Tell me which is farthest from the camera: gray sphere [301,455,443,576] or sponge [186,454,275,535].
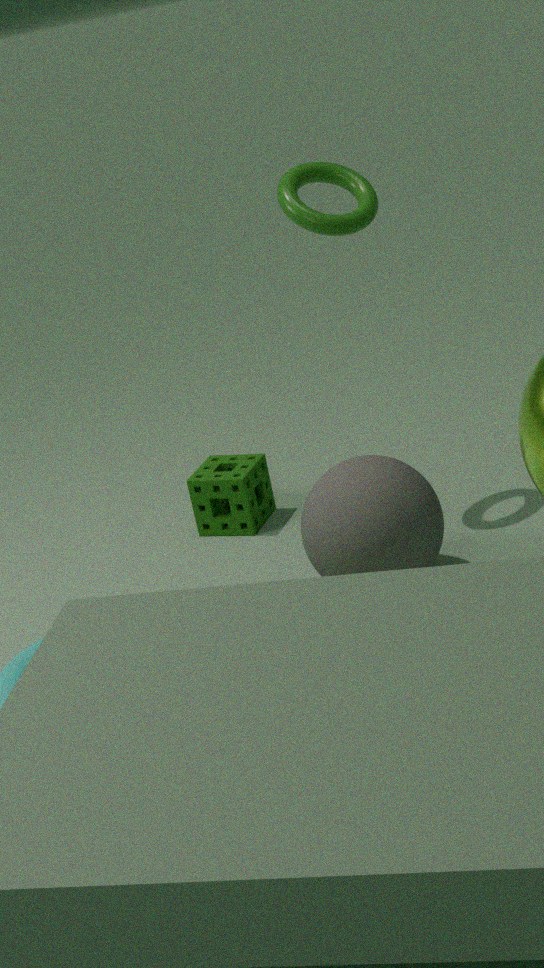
sponge [186,454,275,535]
